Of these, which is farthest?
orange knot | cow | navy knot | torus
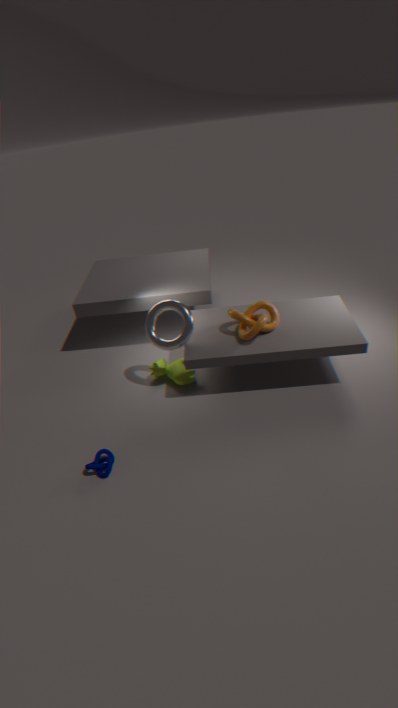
cow
